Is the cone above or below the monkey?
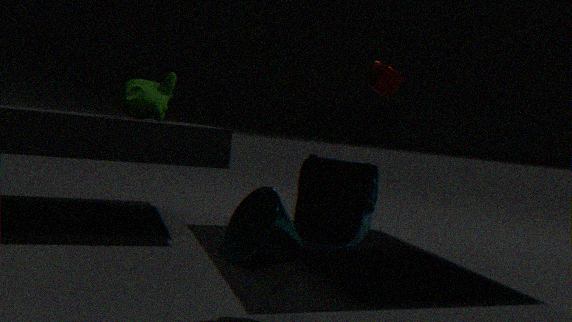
below
